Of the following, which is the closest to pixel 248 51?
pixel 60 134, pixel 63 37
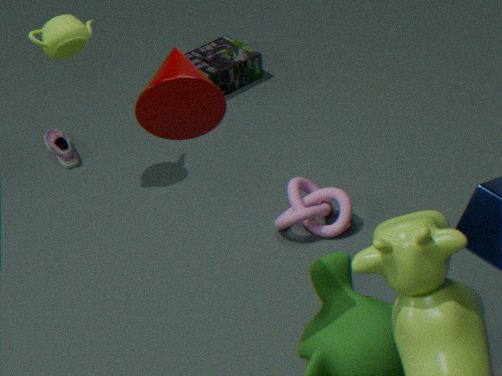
pixel 60 134
